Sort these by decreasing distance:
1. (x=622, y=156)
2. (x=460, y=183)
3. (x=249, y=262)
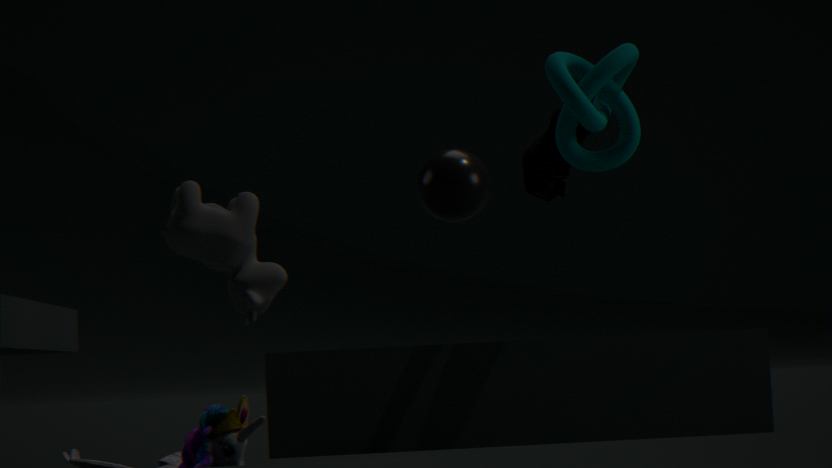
(x=460, y=183)
(x=622, y=156)
(x=249, y=262)
